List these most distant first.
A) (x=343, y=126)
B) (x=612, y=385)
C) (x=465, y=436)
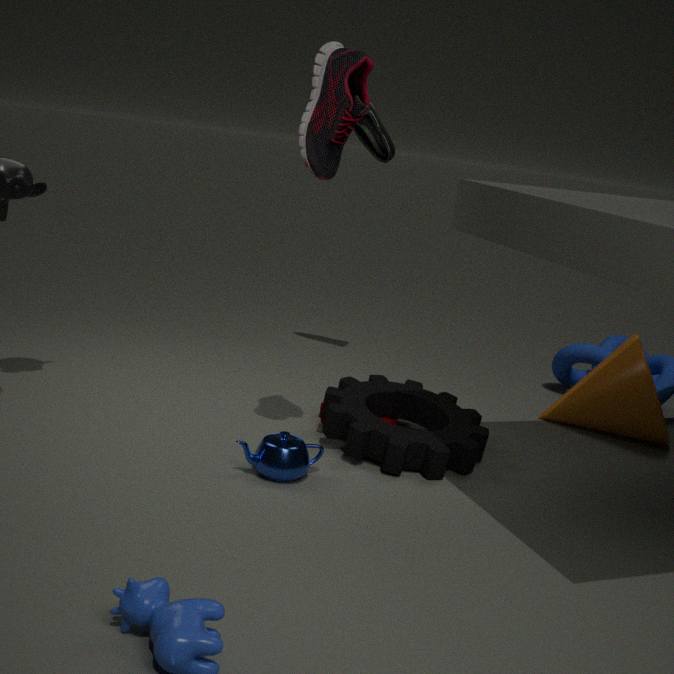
1. (x=612, y=385)
2. (x=465, y=436)
3. (x=343, y=126)
